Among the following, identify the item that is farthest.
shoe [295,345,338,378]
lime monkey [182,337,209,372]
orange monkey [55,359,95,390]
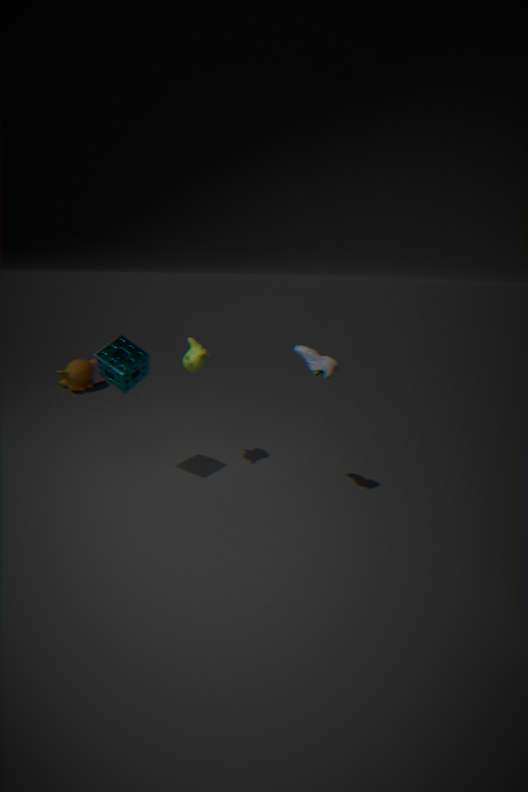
orange monkey [55,359,95,390]
